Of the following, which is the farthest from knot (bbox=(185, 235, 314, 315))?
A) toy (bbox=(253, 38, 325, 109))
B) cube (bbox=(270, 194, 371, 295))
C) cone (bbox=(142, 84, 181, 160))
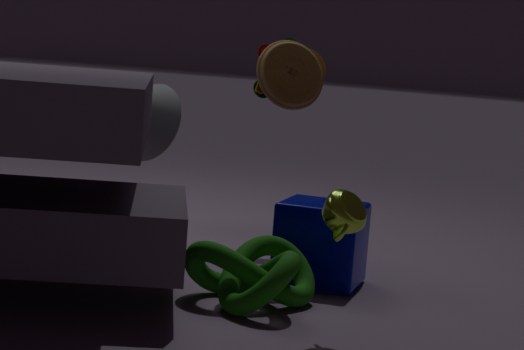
cone (bbox=(142, 84, 181, 160))
